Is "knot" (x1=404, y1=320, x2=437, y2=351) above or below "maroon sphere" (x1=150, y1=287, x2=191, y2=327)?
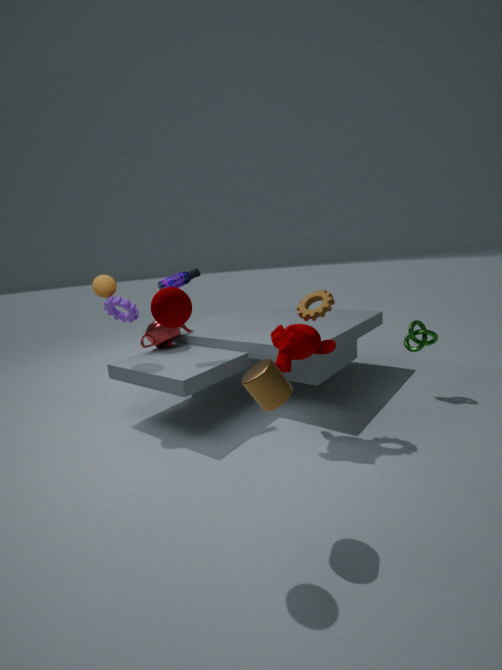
below
